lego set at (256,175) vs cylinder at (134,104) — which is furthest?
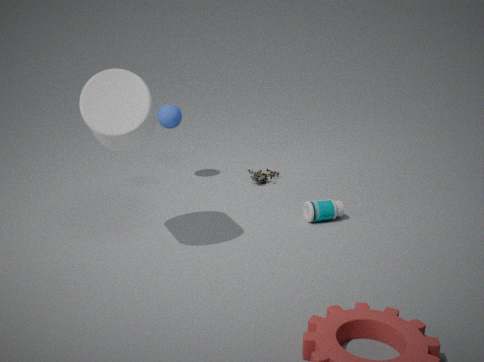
lego set at (256,175)
